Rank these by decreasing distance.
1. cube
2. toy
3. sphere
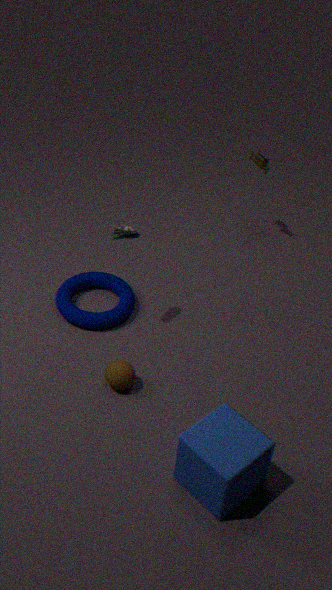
toy, sphere, cube
